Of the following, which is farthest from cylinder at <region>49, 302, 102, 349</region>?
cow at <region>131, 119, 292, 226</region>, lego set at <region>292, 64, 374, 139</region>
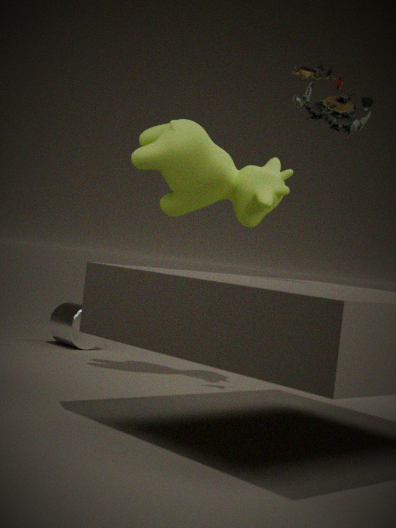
lego set at <region>292, 64, 374, 139</region>
